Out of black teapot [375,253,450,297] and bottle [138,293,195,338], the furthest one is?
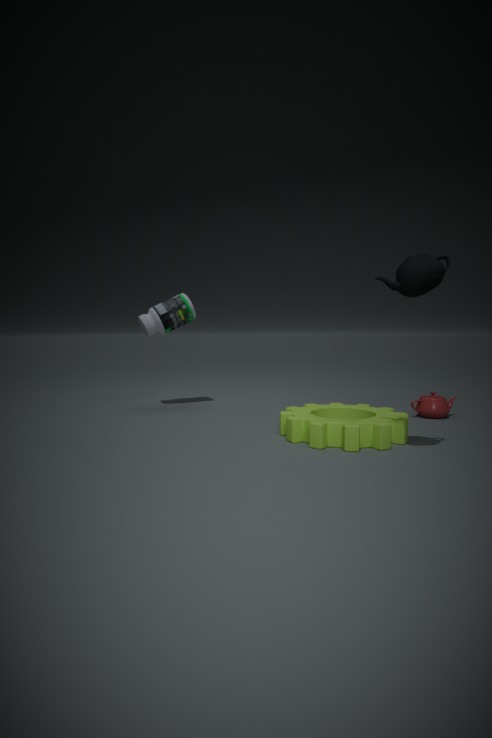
bottle [138,293,195,338]
